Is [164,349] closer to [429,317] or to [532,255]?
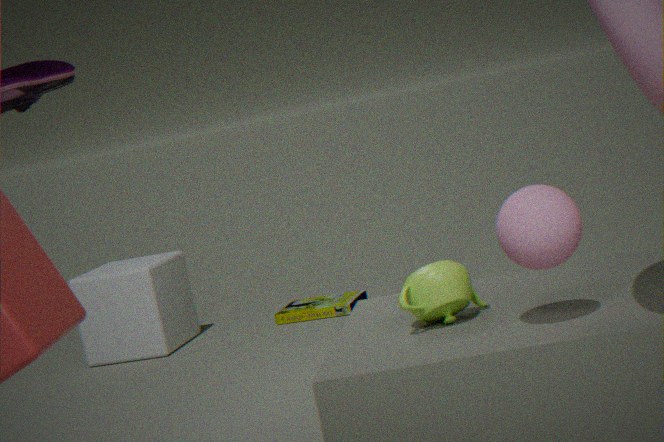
[429,317]
